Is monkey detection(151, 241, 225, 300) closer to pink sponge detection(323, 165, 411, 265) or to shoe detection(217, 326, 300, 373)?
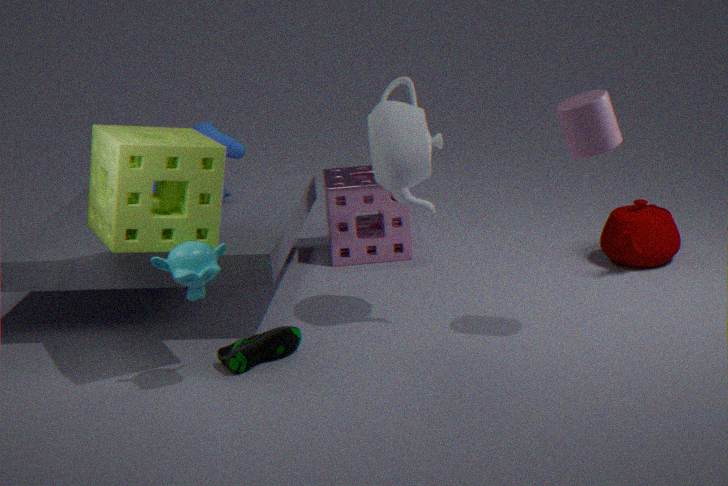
shoe detection(217, 326, 300, 373)
